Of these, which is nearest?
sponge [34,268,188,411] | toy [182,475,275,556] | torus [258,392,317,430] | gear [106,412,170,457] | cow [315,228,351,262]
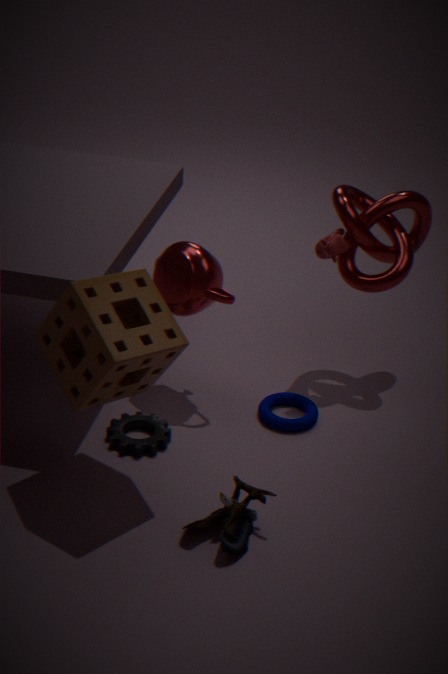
sponge [34,268,188,411]
